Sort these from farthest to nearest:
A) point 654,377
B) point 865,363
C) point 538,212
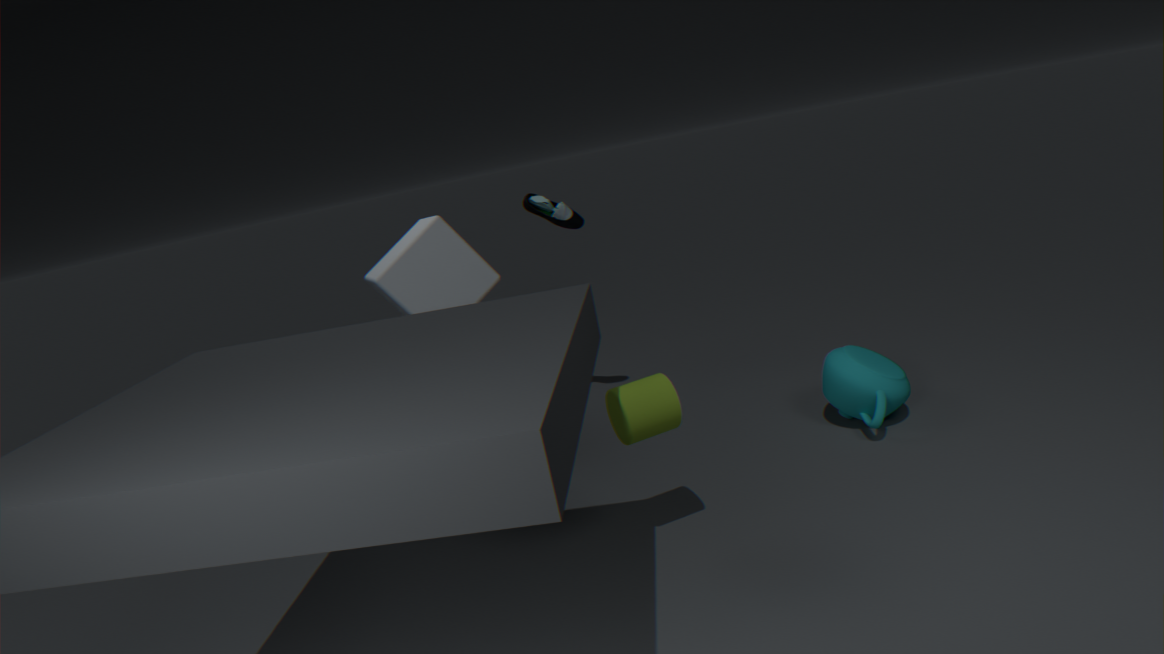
point 538,212 → point 865,363 → point 654,377
